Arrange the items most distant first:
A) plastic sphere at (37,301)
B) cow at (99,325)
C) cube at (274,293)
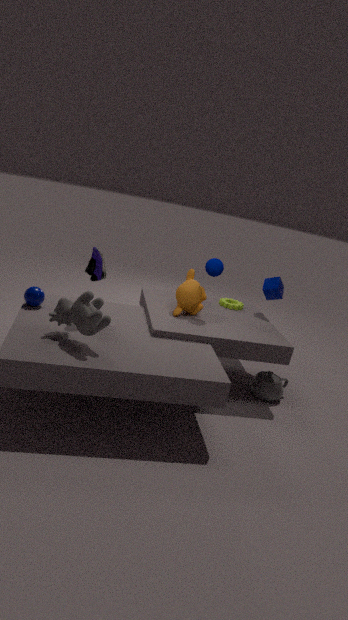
1. C. cube at (274,293)
2. A. plastic sphere at (37,301)
3. B. cow at (99,325)
